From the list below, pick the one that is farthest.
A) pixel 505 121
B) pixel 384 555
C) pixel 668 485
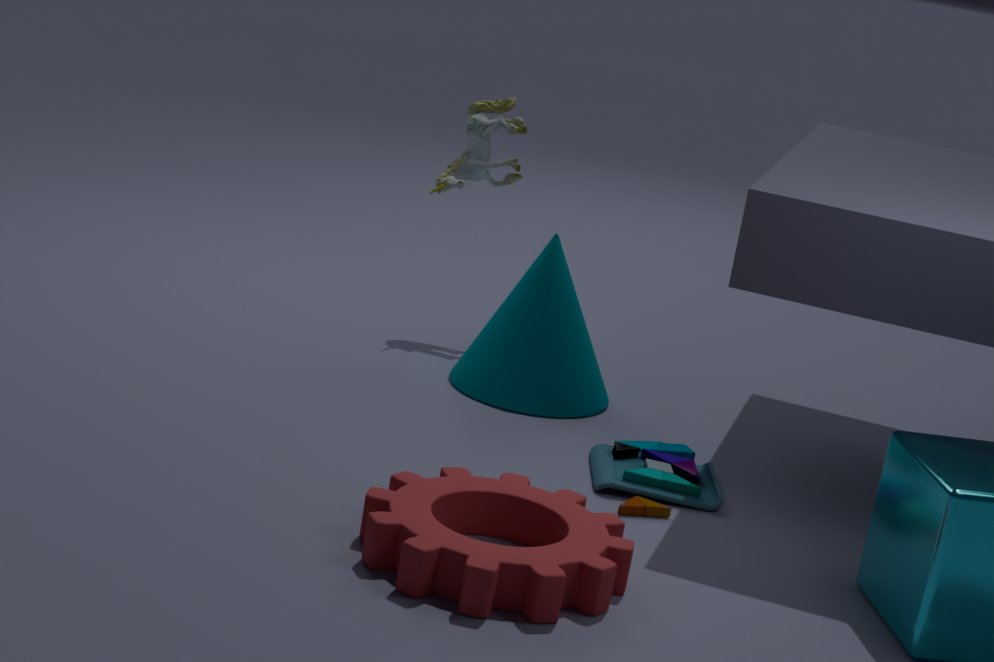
pixel 505 121
